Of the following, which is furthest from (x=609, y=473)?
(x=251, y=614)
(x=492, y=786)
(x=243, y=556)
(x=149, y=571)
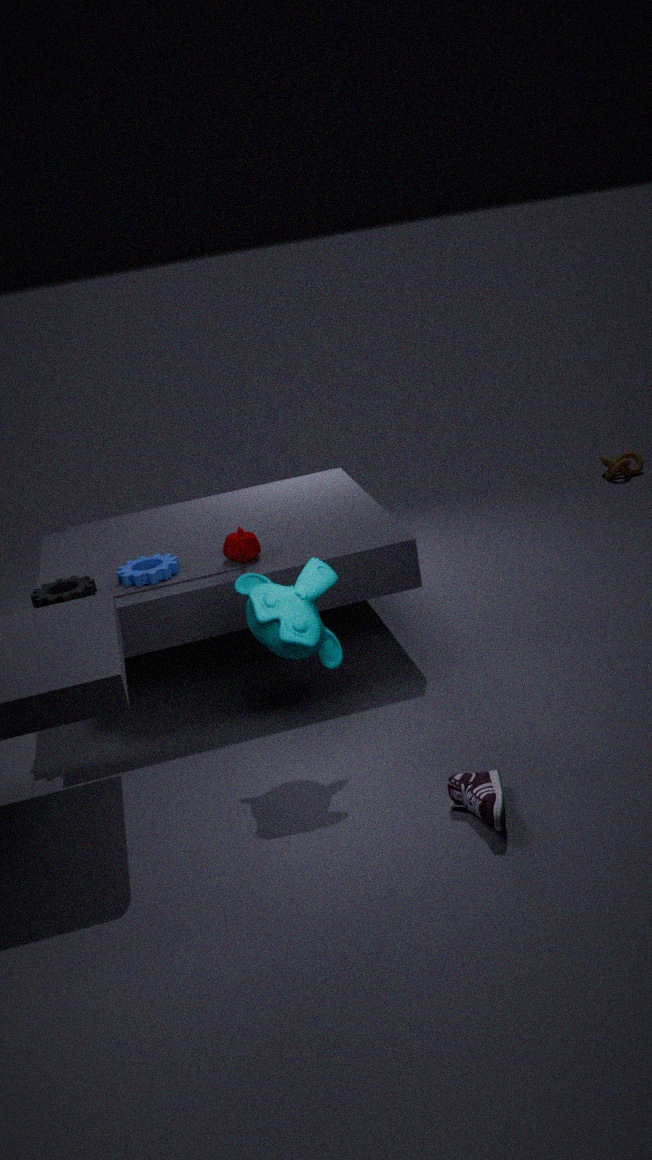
(x=492, y=786)
